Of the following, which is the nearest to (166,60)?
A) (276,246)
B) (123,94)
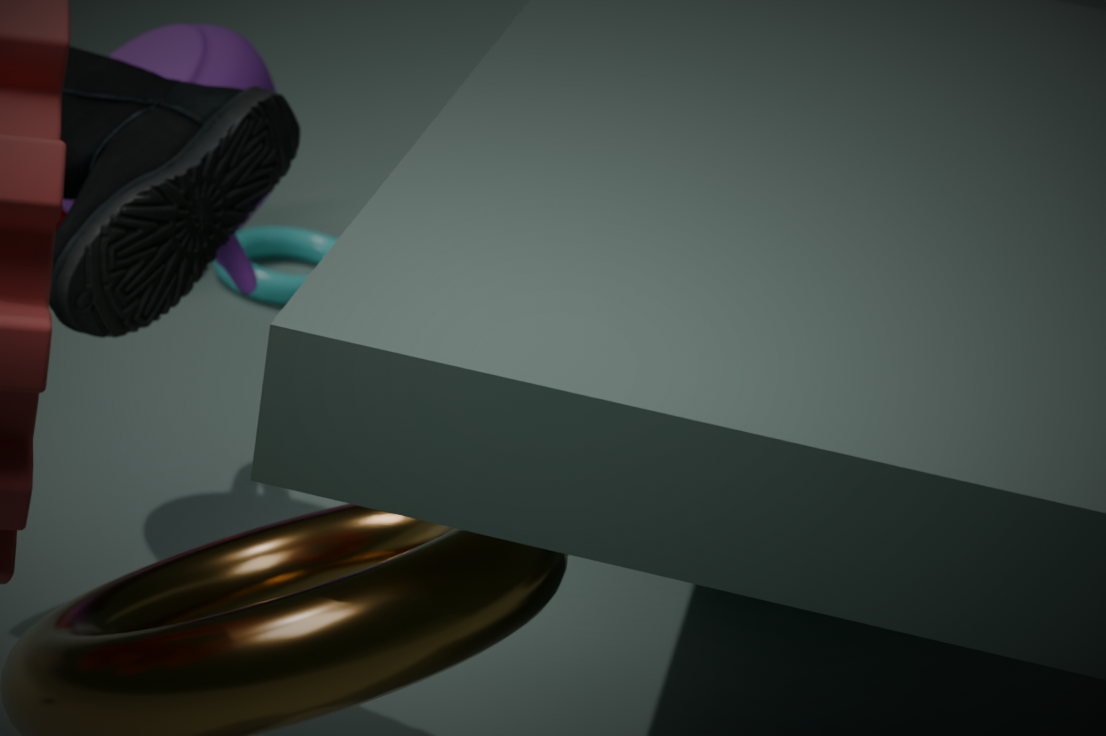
(123,94)
